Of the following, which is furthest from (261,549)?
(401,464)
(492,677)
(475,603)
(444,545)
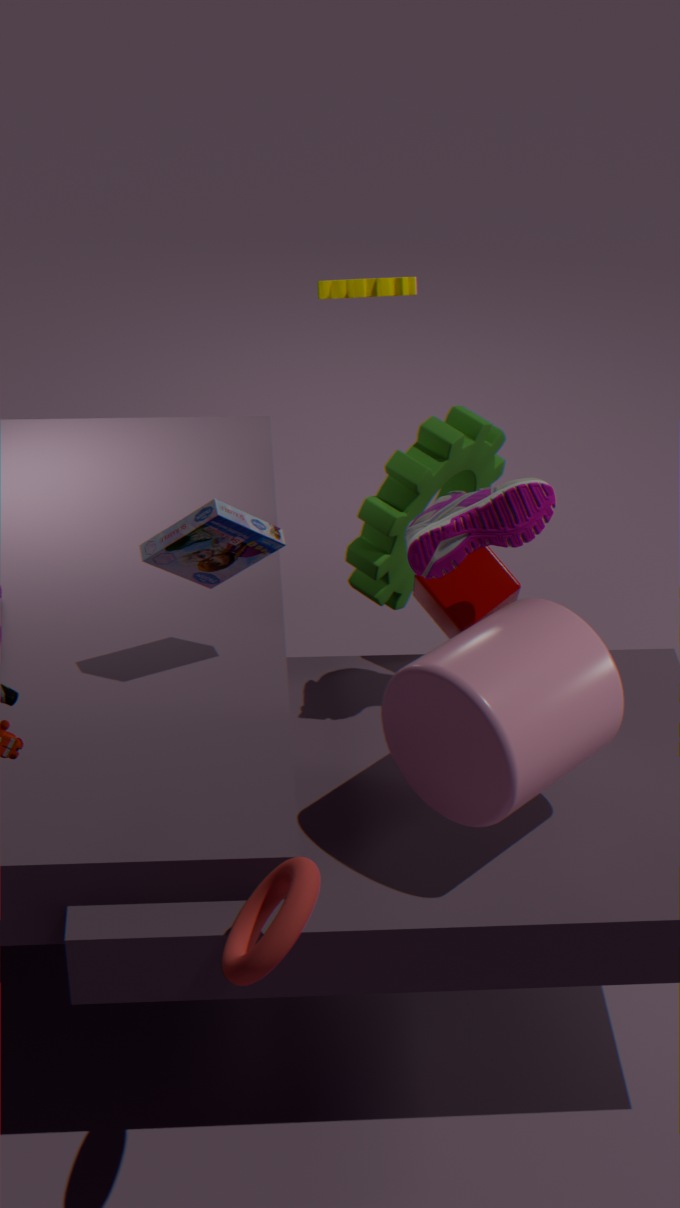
(401,464)
